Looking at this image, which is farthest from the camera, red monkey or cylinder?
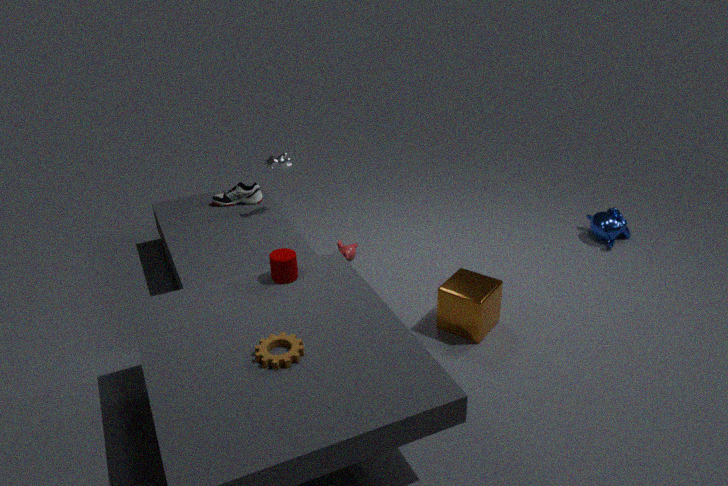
red monkey
